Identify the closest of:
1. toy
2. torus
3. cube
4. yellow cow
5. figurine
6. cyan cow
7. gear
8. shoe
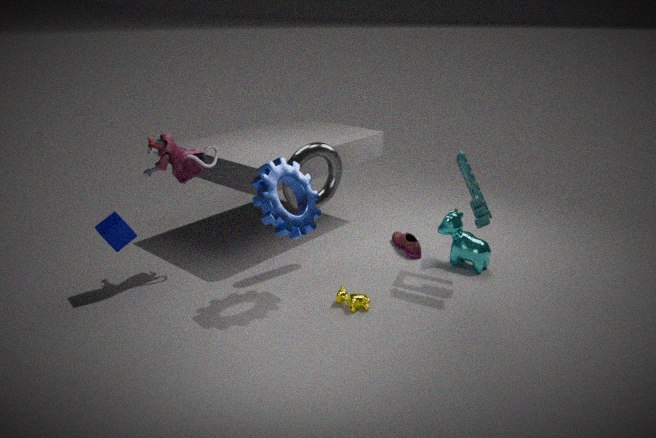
gear
